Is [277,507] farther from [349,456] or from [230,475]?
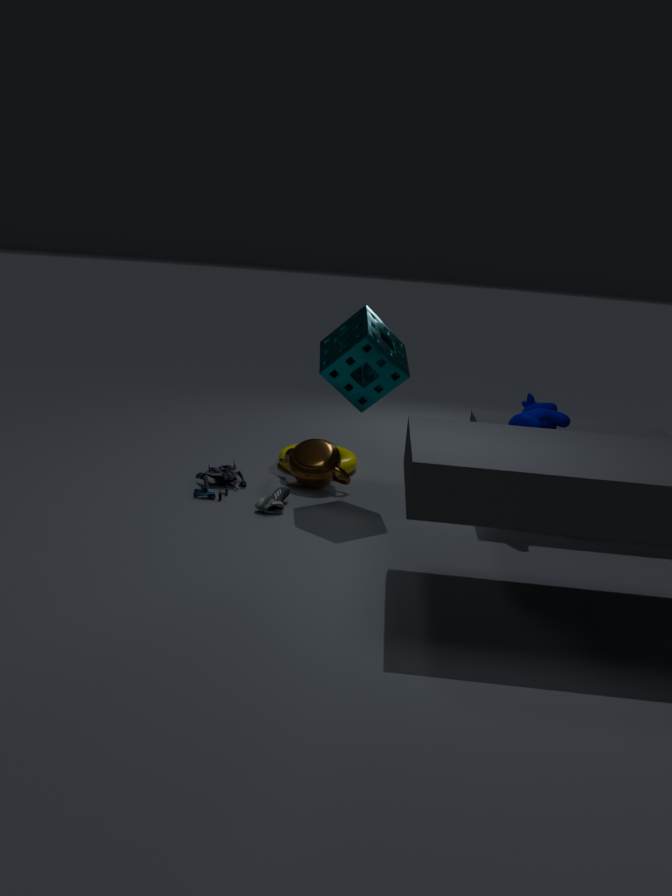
[349,456]
